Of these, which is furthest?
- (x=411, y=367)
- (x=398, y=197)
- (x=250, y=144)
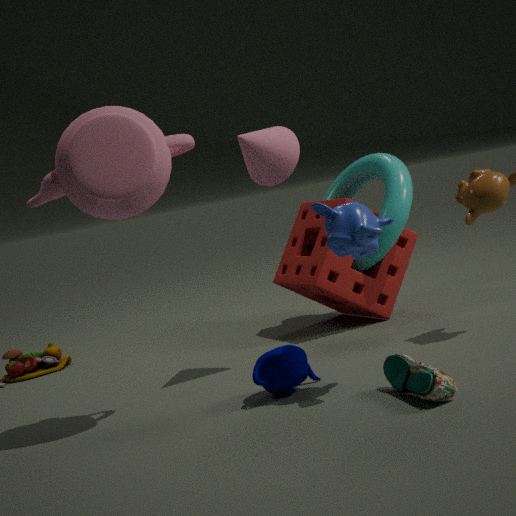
(x=398, y=197)
